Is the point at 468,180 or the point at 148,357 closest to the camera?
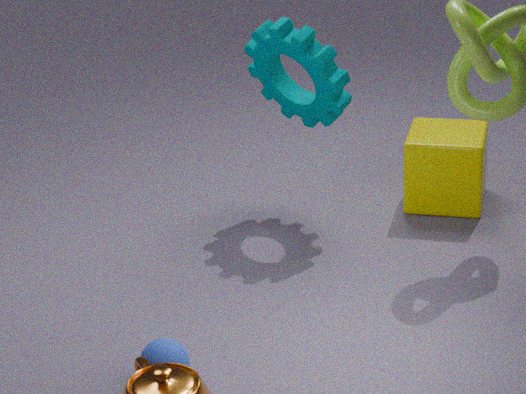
the point at 148,357
